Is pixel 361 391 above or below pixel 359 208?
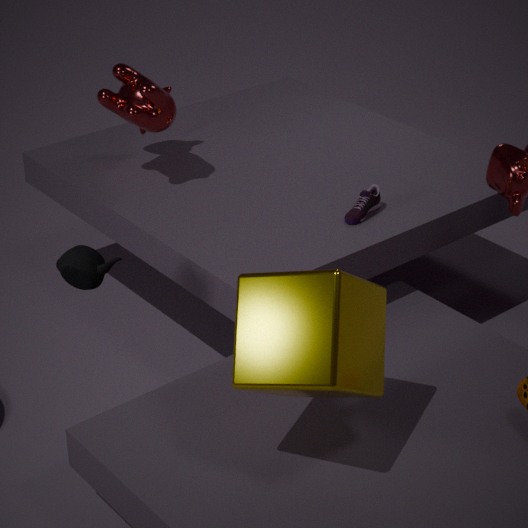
above
